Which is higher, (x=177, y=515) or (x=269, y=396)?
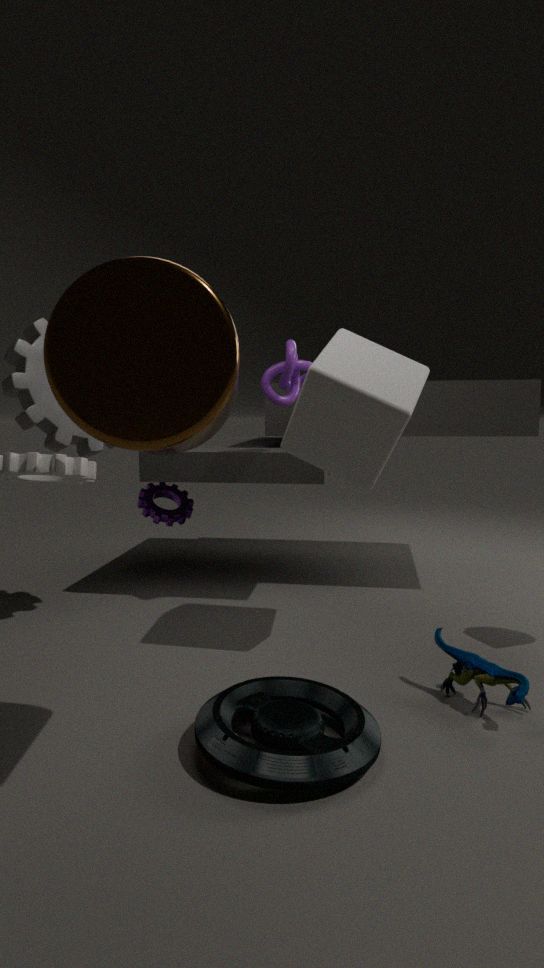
(x=269, y=396)
